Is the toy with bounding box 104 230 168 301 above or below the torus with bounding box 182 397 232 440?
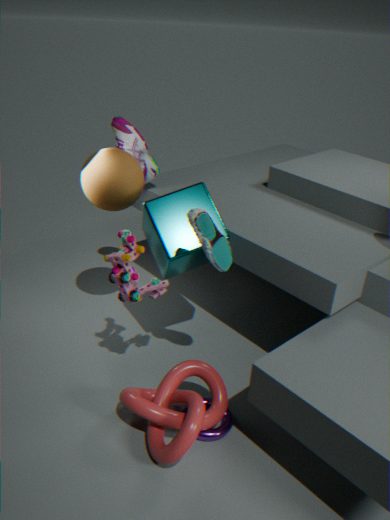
above
